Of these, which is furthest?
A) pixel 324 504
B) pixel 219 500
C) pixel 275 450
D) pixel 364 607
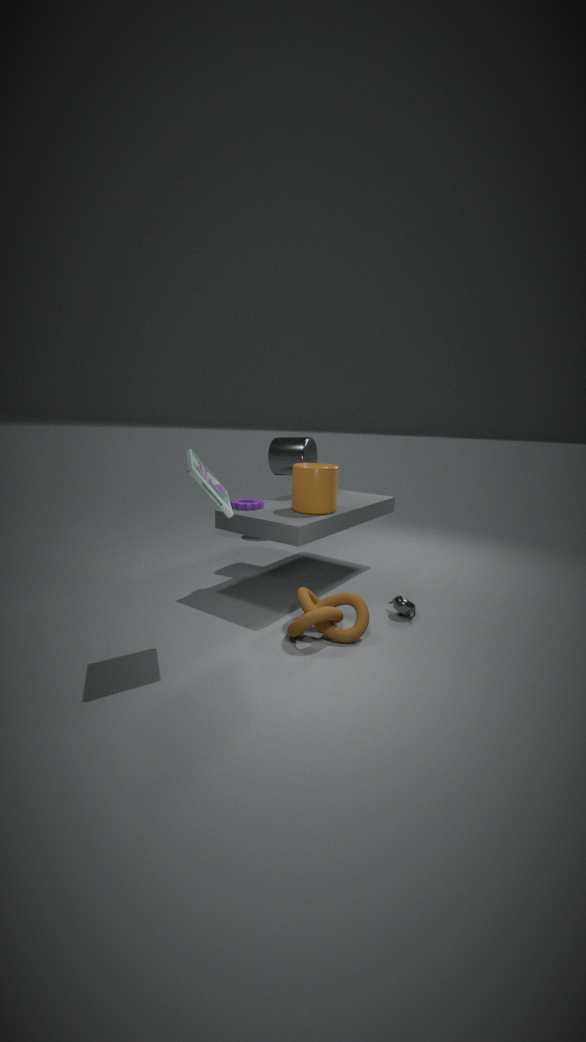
pixel 275 450
